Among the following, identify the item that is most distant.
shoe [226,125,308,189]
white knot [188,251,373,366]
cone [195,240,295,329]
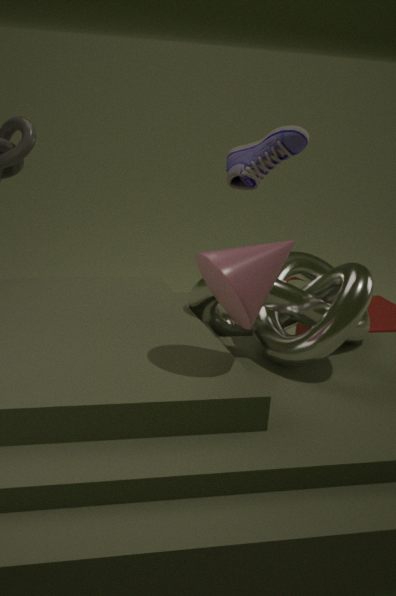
shoe [226,125,308,189]
